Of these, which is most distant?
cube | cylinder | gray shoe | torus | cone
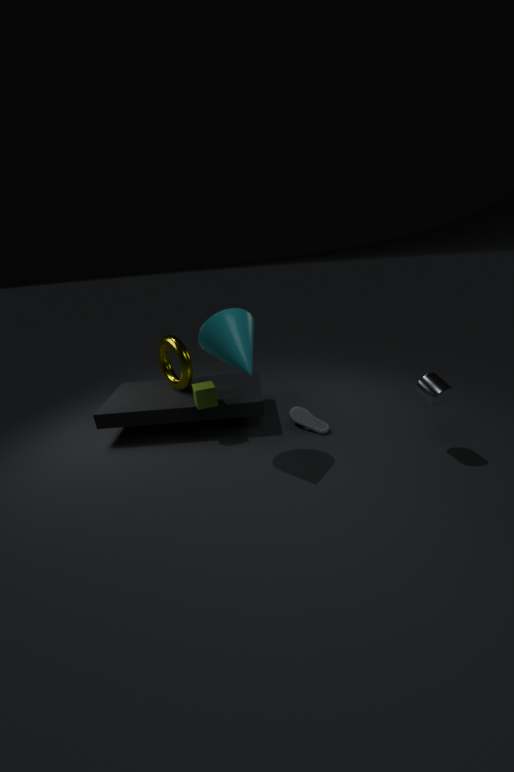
torus
